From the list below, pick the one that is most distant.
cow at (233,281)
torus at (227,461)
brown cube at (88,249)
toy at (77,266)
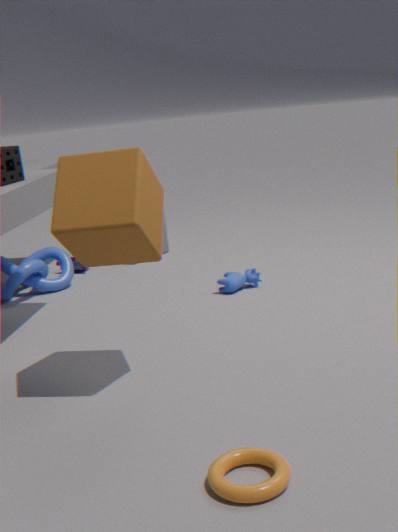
toy at (77,266)
